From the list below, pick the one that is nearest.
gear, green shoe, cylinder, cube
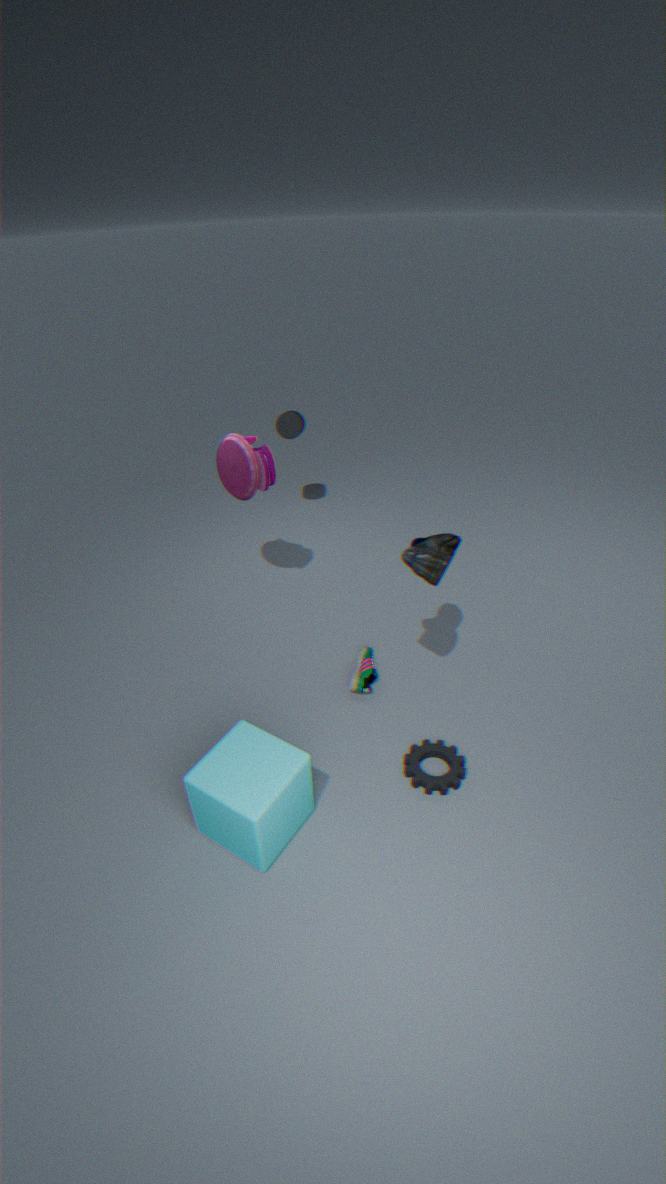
cube
